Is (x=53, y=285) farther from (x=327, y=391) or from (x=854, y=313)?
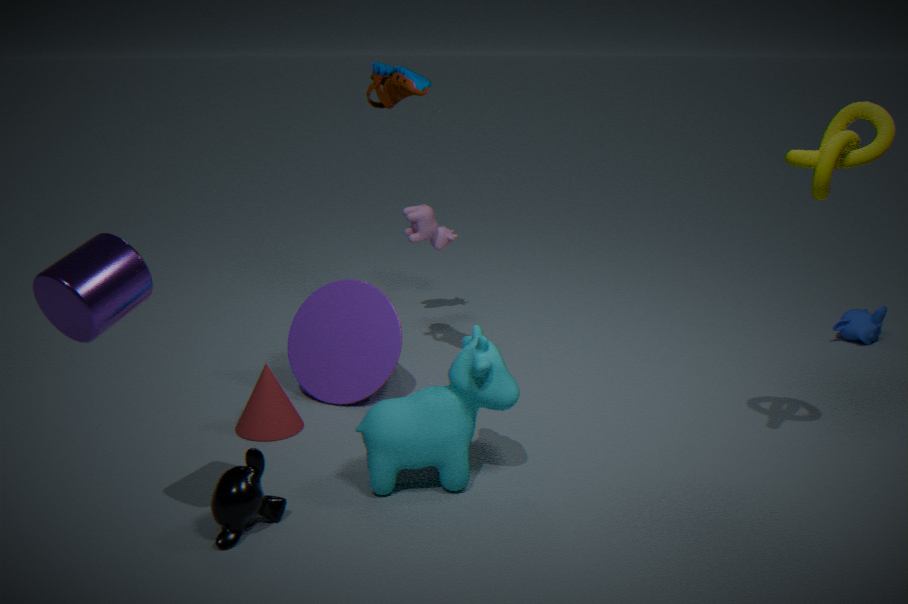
(x=854, y=313)
